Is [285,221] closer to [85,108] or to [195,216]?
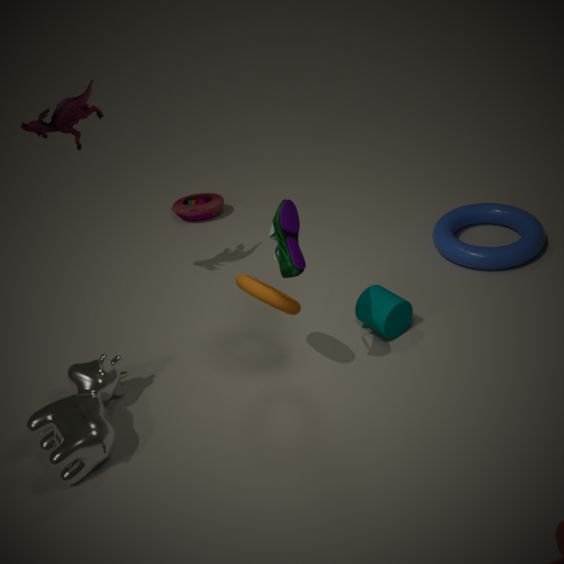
[85,108]
